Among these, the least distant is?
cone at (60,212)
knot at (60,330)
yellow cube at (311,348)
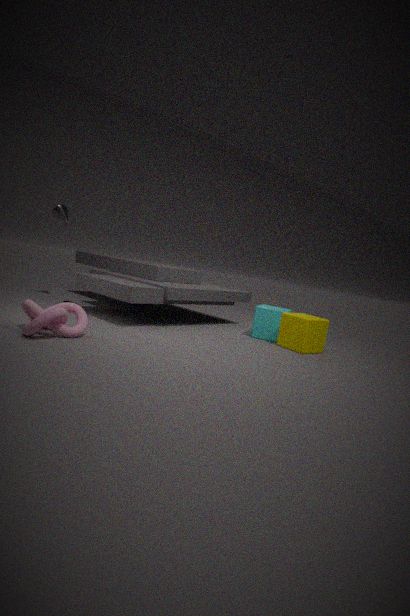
knot at (60,330)
